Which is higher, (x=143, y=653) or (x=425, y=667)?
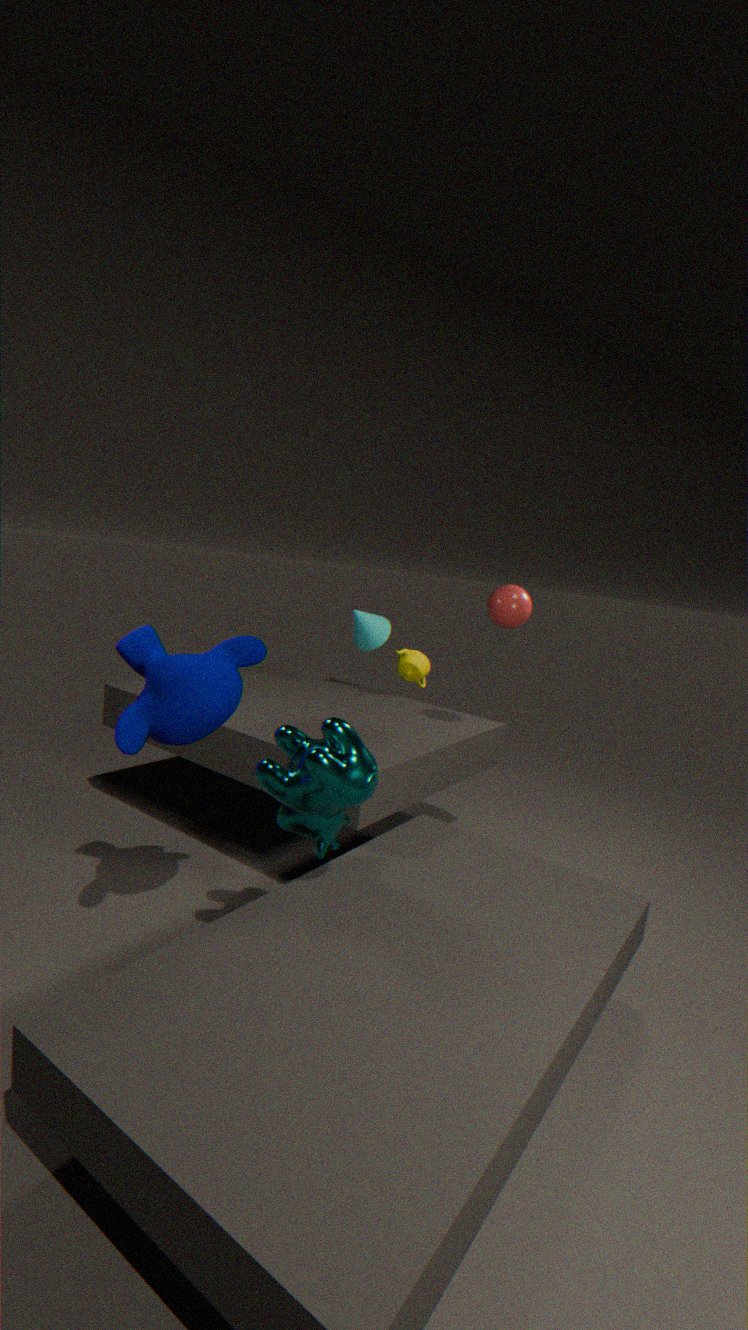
(x=143, y=653)
